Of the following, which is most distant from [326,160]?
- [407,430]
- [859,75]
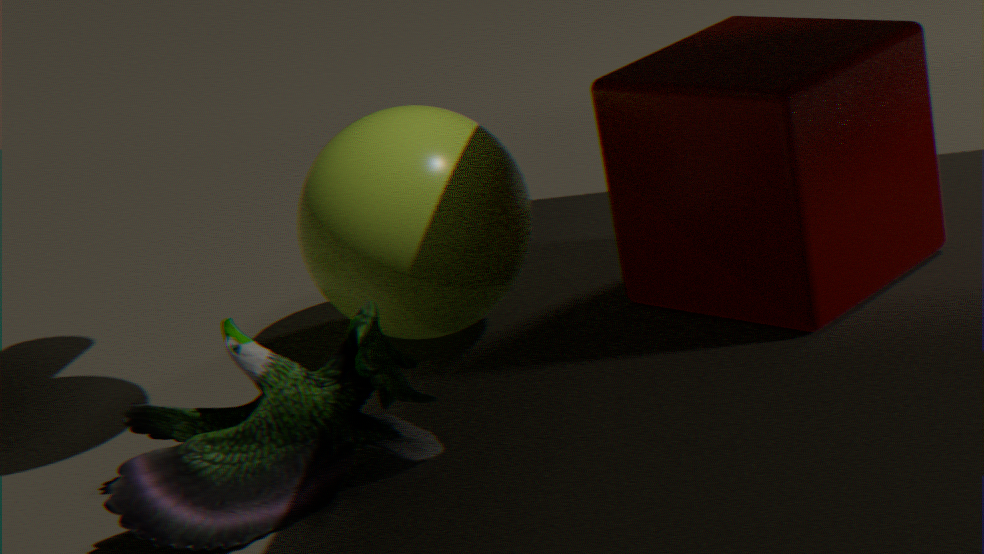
[859,75]
